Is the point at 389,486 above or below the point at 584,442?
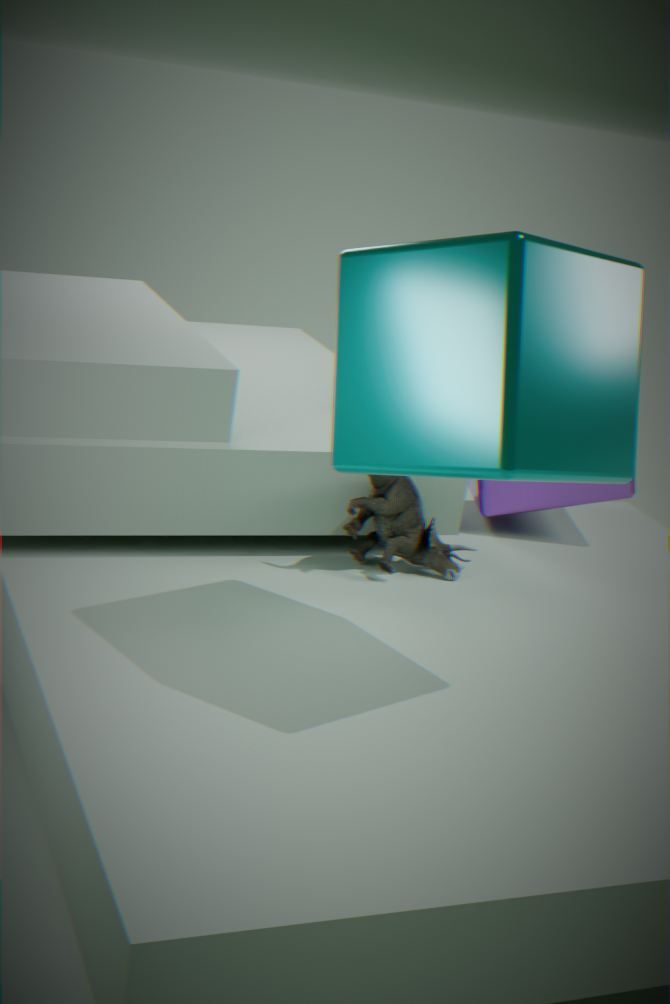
below
